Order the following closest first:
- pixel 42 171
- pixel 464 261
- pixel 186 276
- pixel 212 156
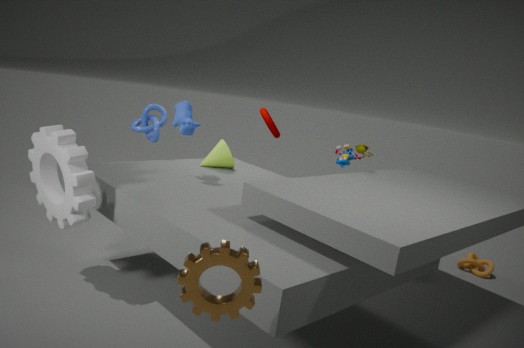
pixel 186 276
pixel 42 171
pixel 212 156
pixel 464 261
